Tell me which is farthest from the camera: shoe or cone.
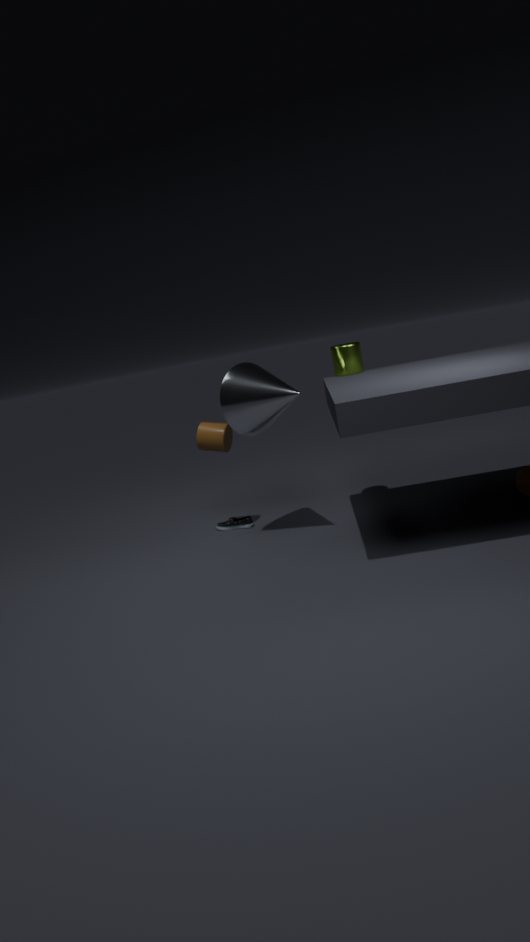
shoe
